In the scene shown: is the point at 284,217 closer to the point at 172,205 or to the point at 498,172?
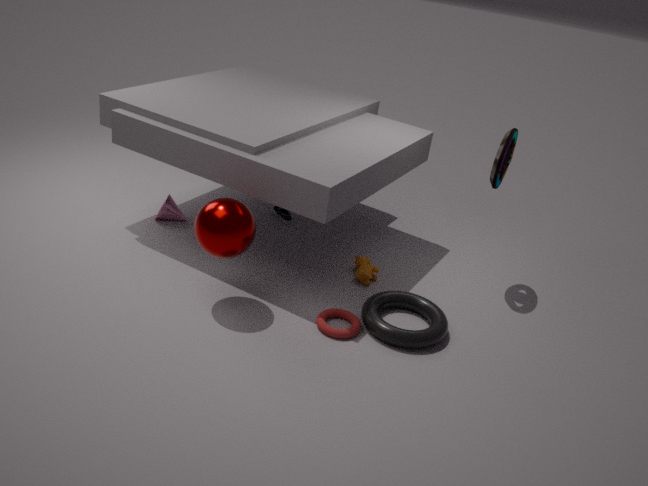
the point at 172,205
